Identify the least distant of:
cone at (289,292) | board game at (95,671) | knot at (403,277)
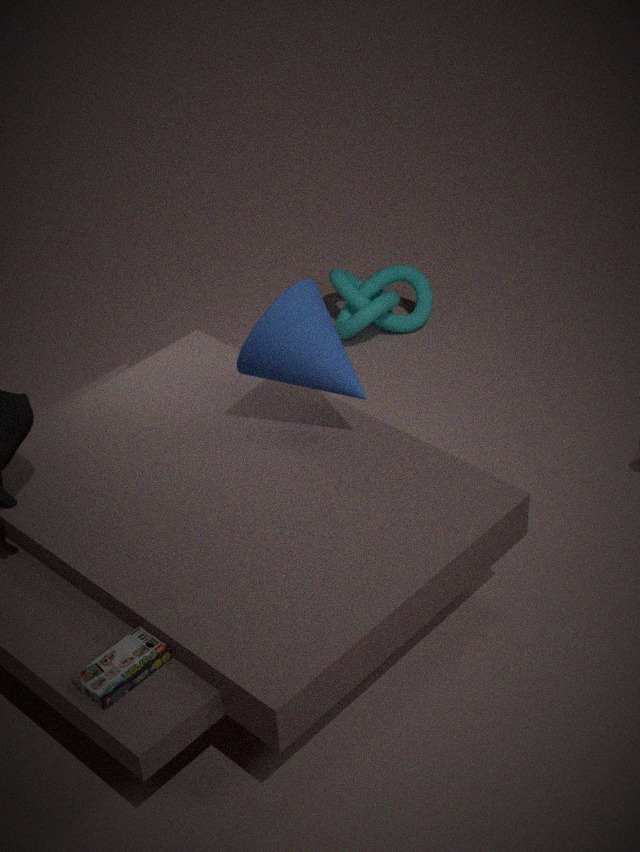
board game at (95,671)
